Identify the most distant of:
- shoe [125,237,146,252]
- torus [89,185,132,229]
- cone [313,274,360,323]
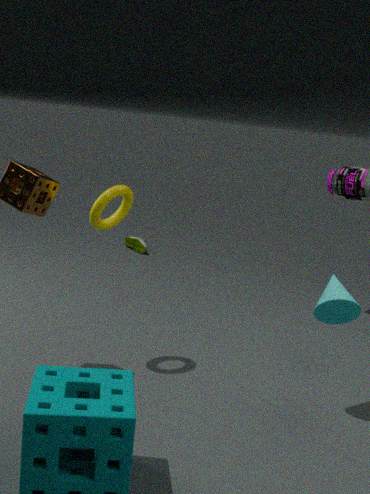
shoe [125,237,146,252]
